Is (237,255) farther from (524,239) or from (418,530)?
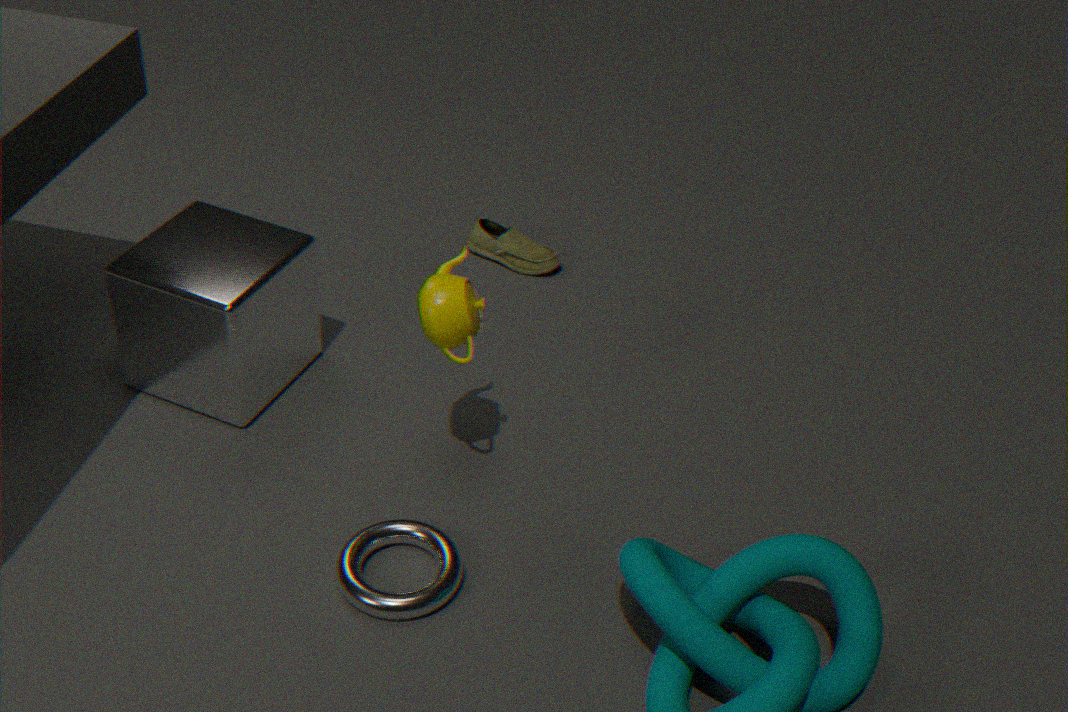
(524,239)
